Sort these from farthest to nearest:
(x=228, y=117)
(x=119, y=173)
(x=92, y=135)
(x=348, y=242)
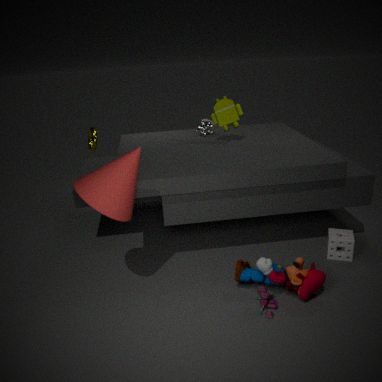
(x=92, y=135)
(x=228, y=117)
(x=348, y=242)
(x=119, y=173)
